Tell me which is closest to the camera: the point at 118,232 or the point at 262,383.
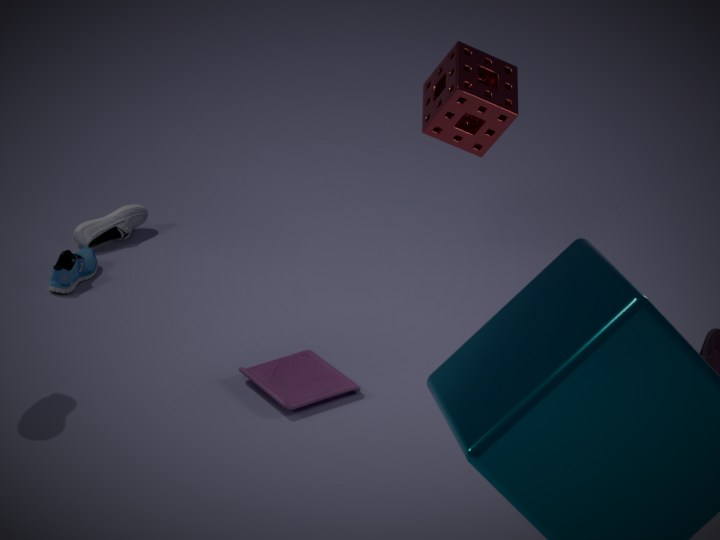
the point at 262,383
